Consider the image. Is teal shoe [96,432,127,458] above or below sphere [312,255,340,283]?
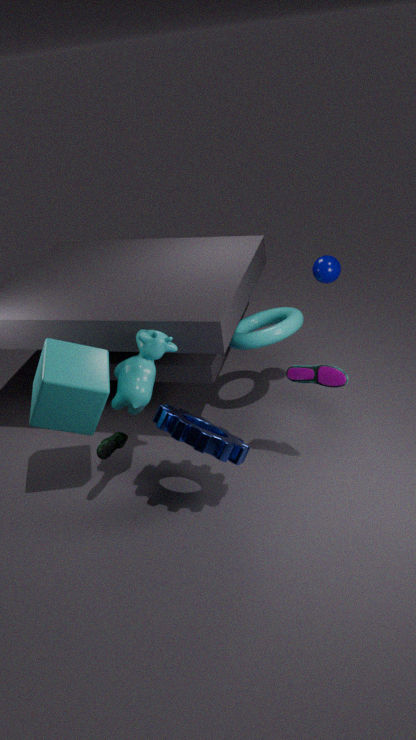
below
